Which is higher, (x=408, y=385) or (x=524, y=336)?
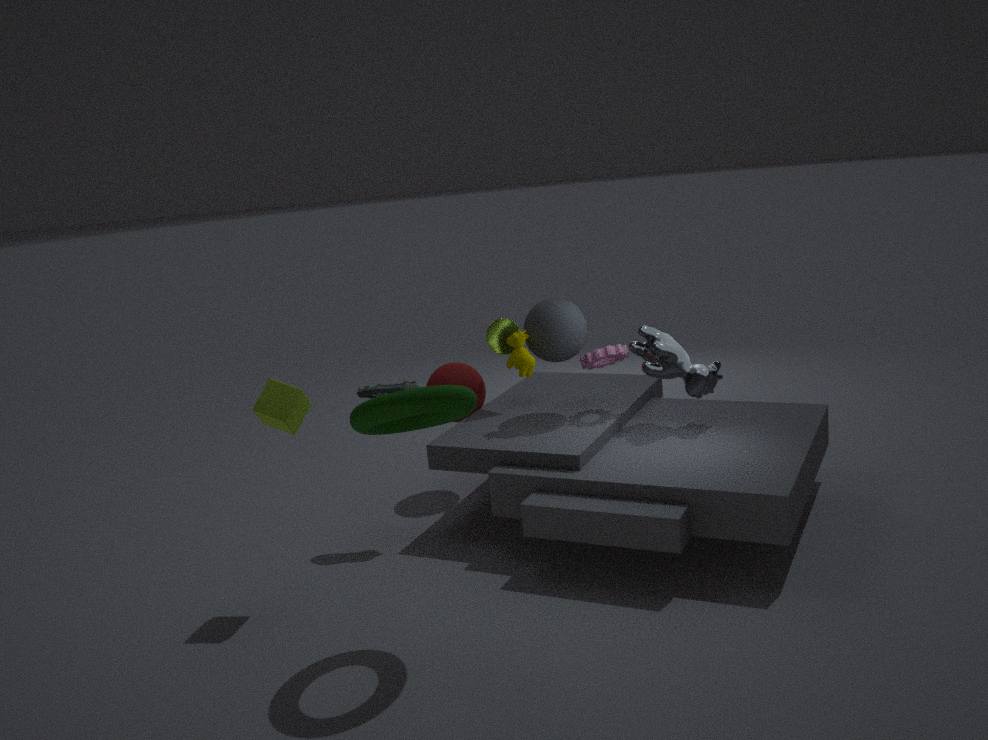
(x=524, y=336)
